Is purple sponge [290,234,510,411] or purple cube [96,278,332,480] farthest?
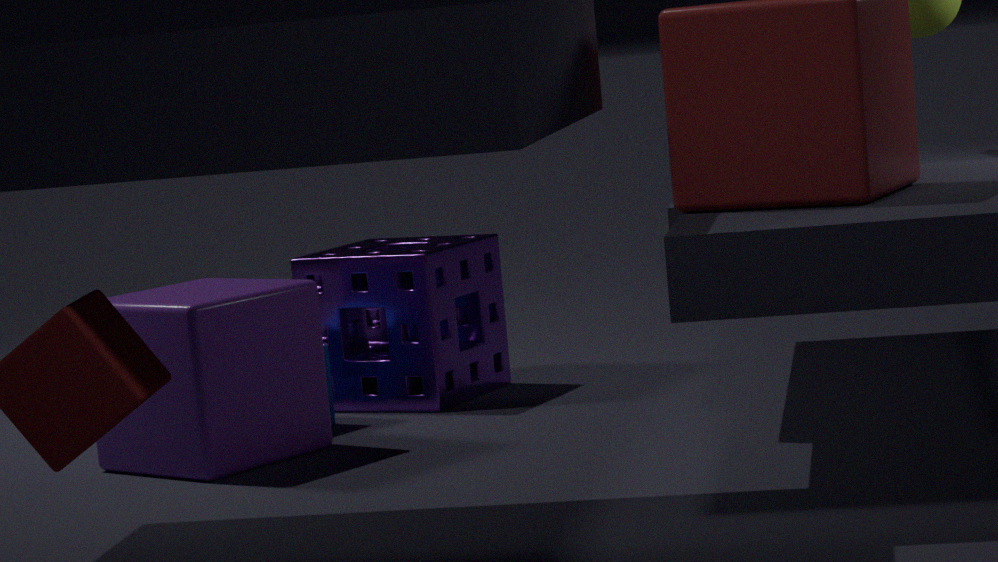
purple sponge [290,234,510,411]
